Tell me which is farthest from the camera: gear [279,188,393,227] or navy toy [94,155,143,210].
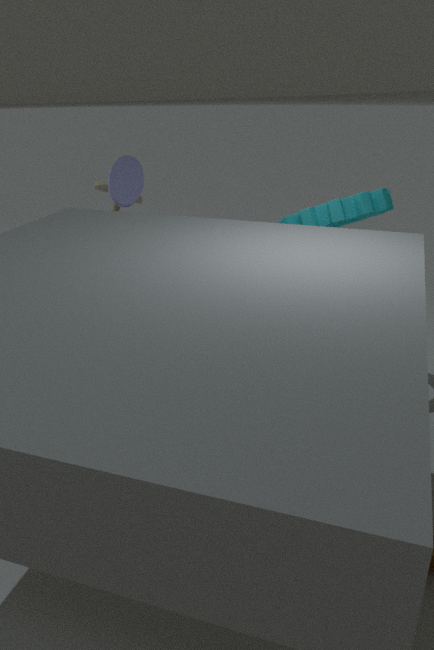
navy toy [94,155,143,210]
